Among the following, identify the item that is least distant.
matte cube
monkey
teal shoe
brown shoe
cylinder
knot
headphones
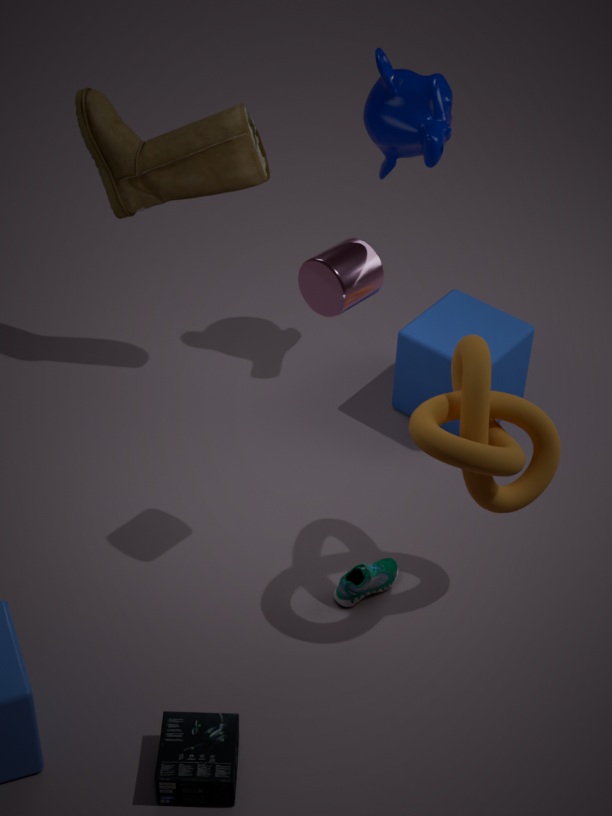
headphones
